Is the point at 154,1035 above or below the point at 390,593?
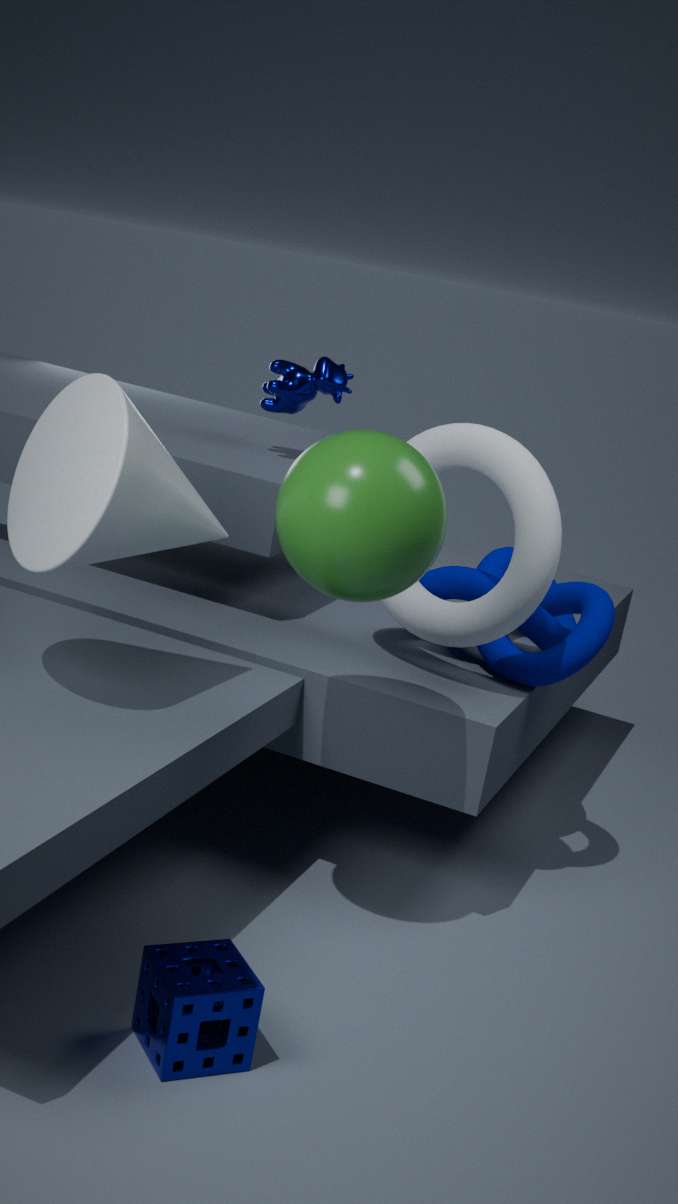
below
